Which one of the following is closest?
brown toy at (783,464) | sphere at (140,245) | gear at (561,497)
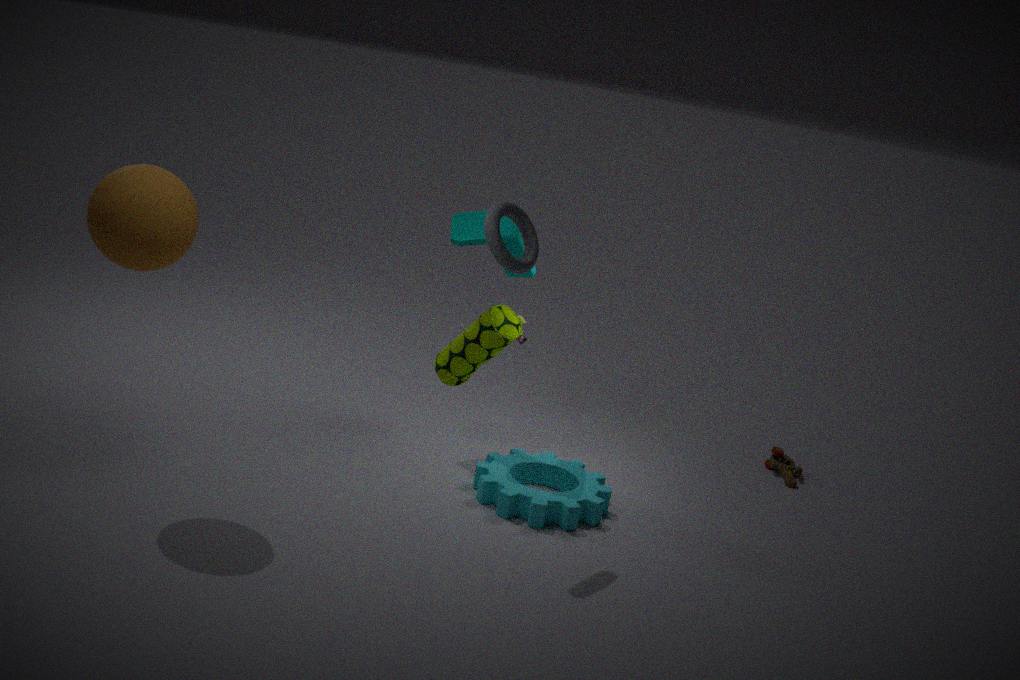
sphere at (140,245)
